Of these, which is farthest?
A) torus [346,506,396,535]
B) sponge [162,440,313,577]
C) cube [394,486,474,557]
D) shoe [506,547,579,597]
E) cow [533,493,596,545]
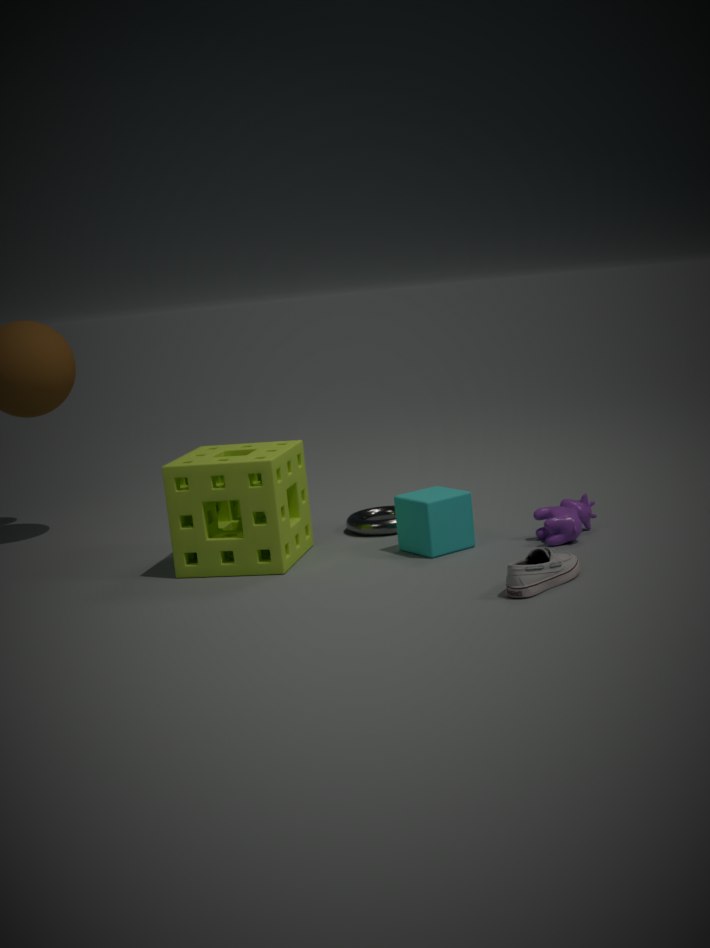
torus [346,506,396,535]
